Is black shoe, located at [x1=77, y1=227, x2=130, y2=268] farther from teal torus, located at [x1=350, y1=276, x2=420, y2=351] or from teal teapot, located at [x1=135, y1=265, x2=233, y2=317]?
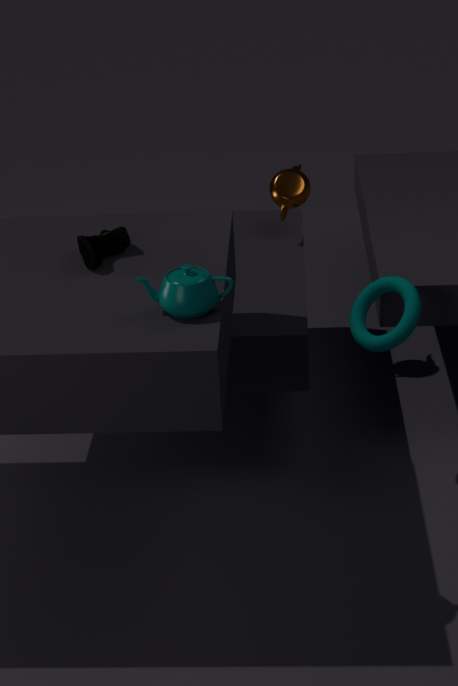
teal torus, located at [x1=350, y1=276, x2=420, y2=351]
